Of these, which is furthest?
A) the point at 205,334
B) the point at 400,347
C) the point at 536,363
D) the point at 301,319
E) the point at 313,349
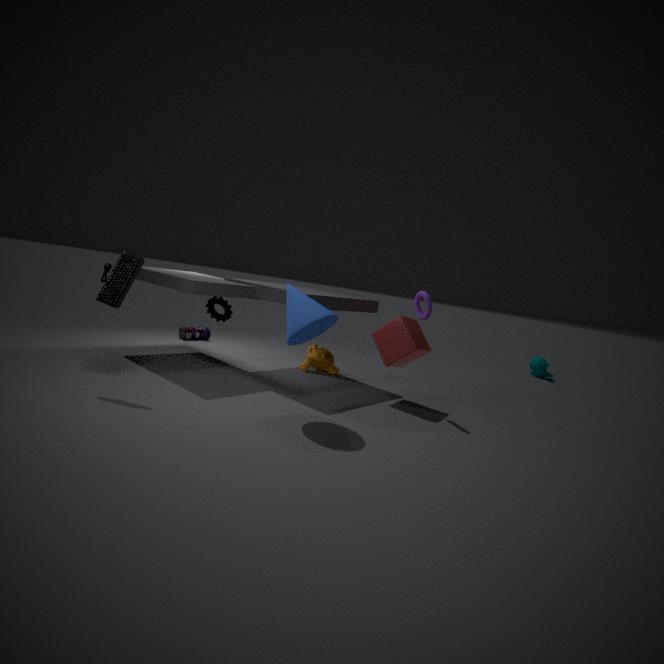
the point at 536,363
